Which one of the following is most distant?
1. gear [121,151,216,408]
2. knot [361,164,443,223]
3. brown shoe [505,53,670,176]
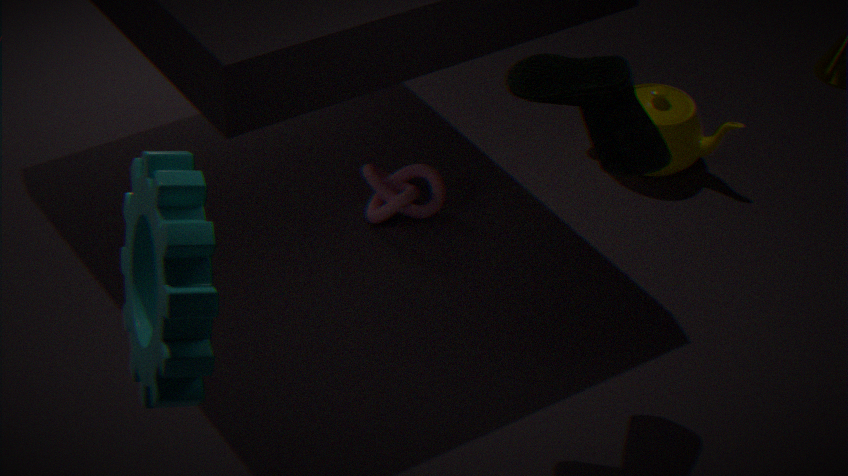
knot [361,164,443,223]
